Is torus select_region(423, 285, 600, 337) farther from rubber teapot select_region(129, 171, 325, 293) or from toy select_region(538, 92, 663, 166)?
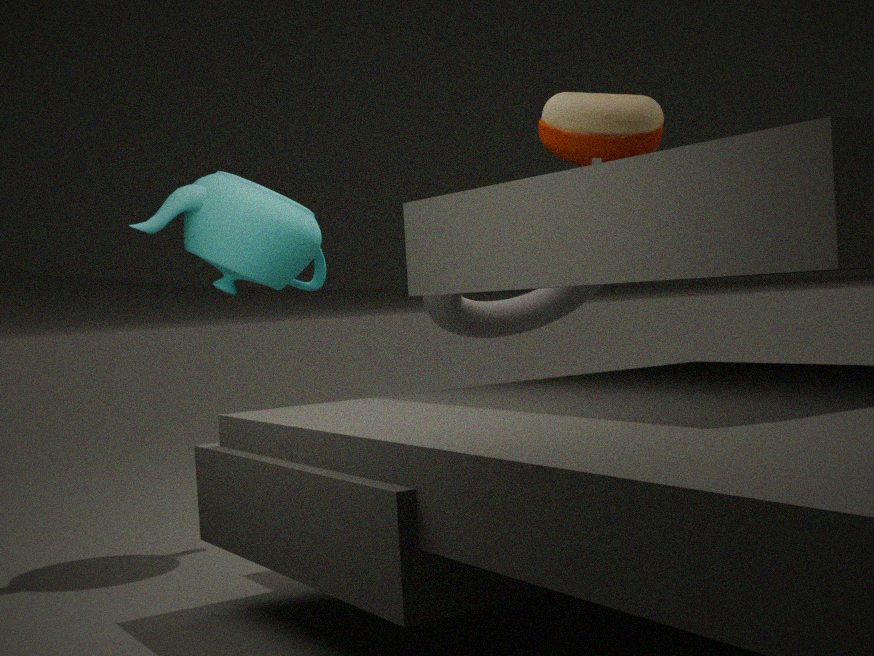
rubber teapot select_region(129, 171, 325, 293)
